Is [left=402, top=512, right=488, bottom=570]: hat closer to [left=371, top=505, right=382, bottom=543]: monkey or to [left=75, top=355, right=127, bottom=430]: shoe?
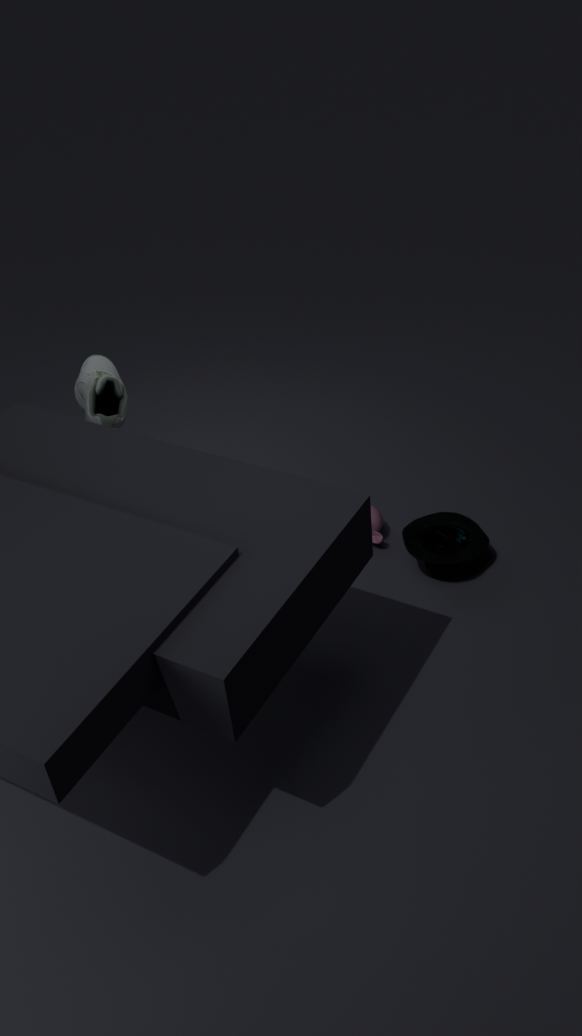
[left=371, top=505, right=382, bottom=543]: monkey
